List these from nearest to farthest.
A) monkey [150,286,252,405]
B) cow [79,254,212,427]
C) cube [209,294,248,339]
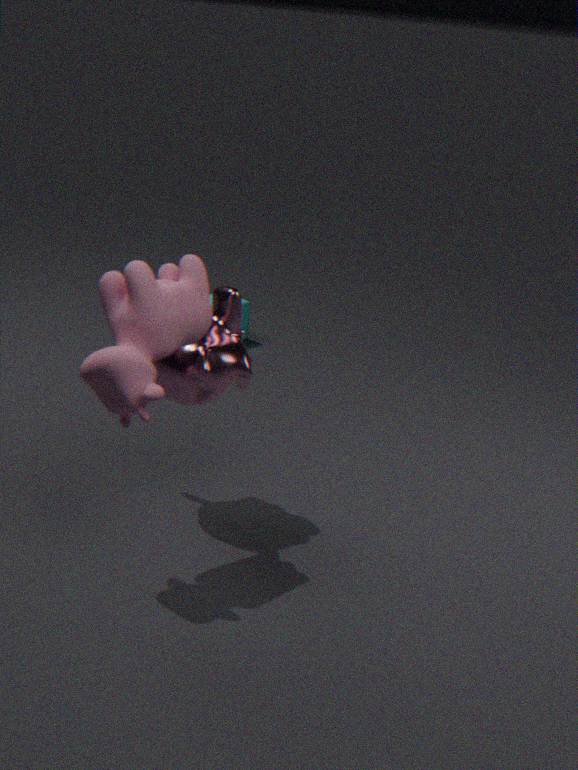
cow [79,254,212,427] → monkey [150,286,252,405] → cube [209,294,248,339]
